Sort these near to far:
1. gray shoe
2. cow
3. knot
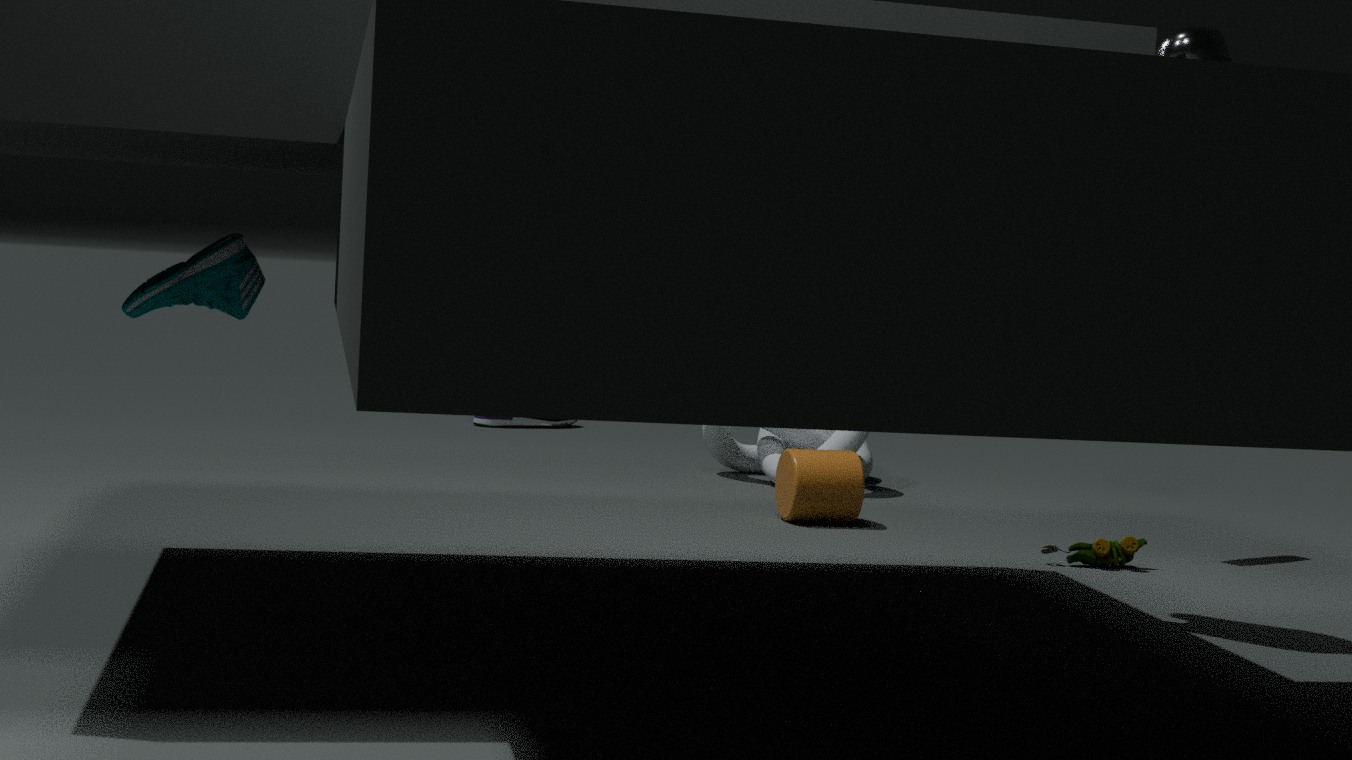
cow → knot → gray shoe
